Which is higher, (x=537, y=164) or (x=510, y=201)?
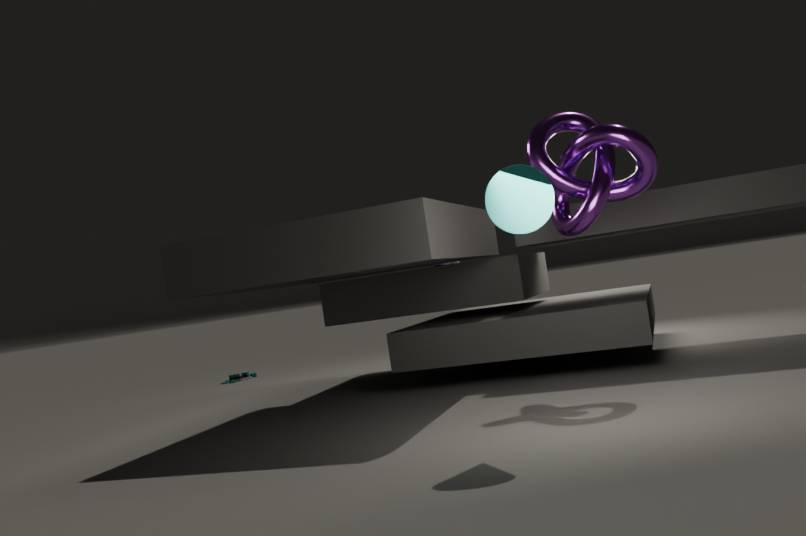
(x=537, y=164)
